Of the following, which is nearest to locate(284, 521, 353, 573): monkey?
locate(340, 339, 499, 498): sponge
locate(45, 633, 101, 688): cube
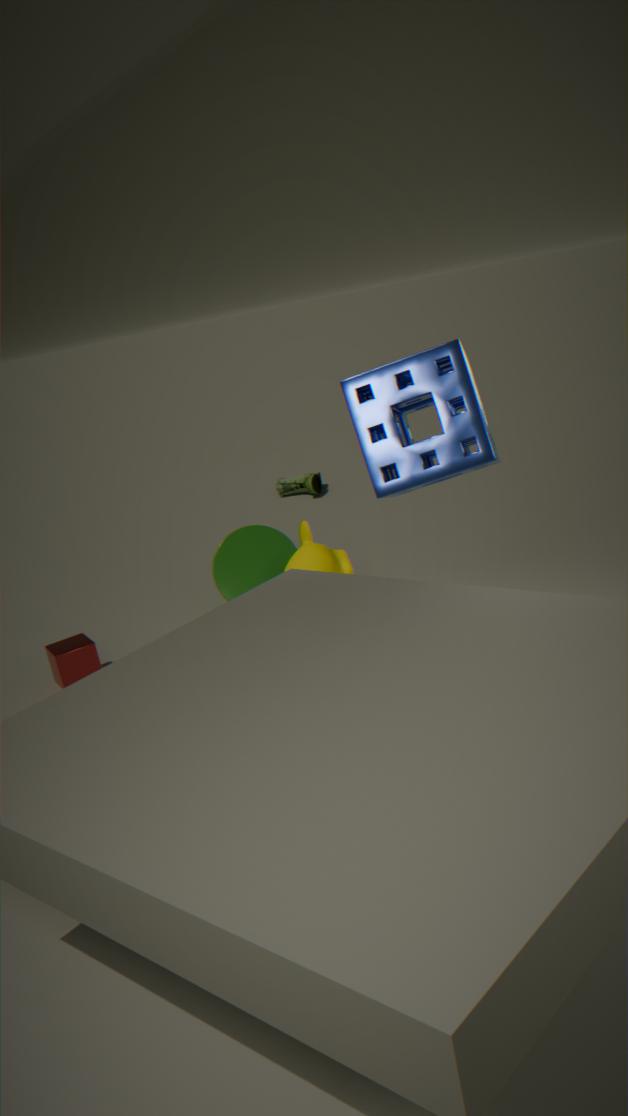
locate(45, 633, 101, 688): cube
